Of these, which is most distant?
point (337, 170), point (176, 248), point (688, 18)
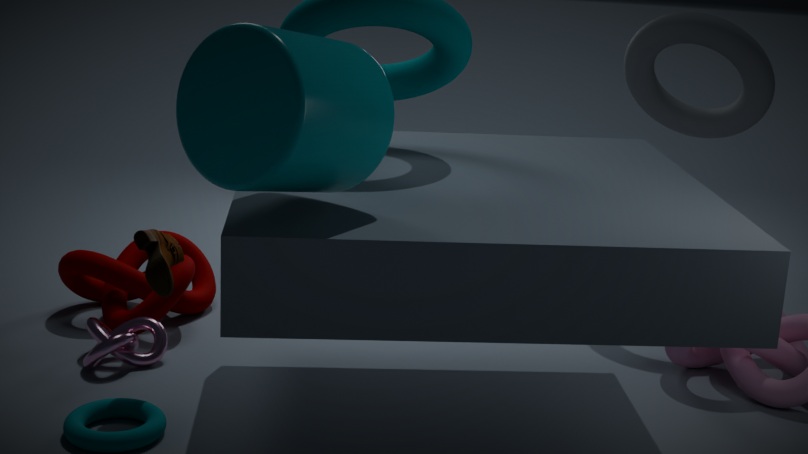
point (688, 18)
